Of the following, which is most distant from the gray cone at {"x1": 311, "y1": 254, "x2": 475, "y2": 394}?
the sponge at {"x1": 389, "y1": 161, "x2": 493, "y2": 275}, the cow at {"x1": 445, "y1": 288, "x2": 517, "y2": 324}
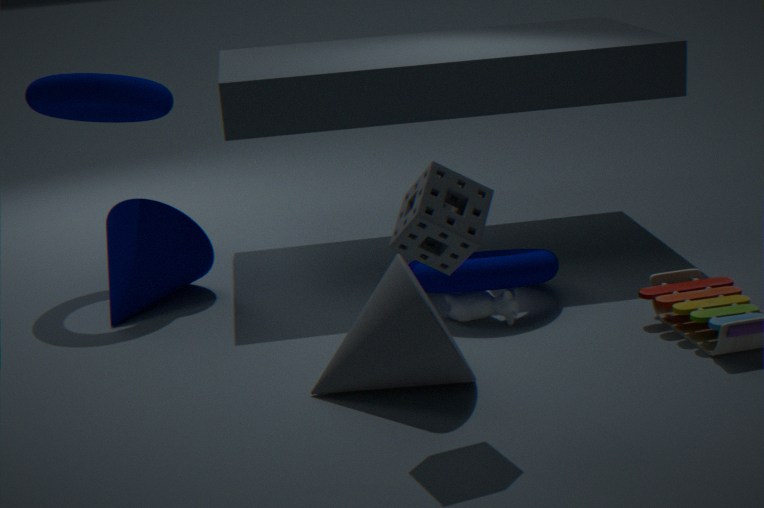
the cow at {"x1": 445, "y1": 288, "x2": 517, "y2": 324}
